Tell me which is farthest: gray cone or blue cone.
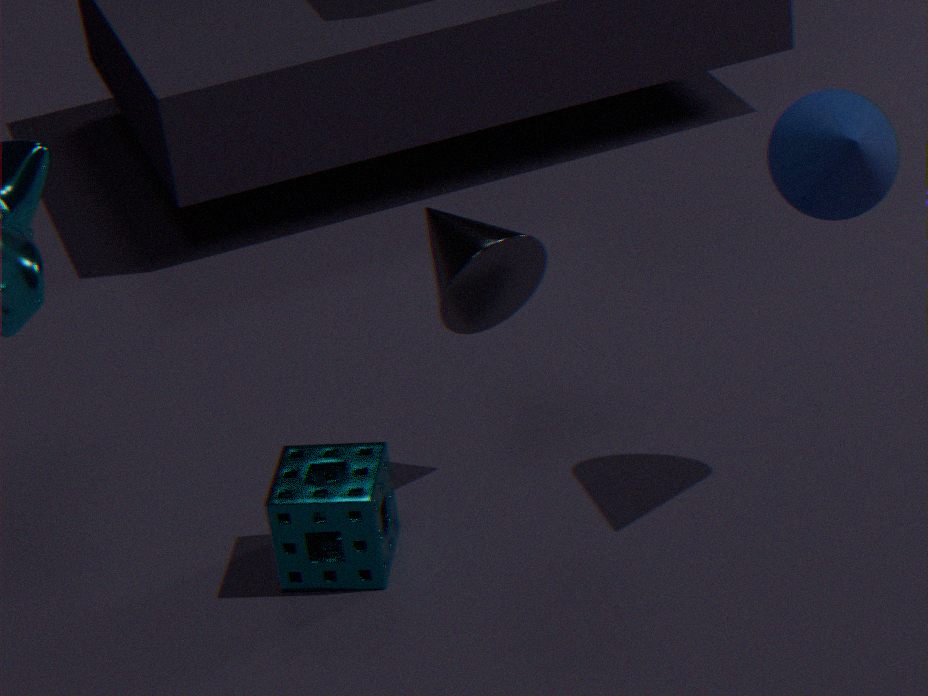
gray cone
